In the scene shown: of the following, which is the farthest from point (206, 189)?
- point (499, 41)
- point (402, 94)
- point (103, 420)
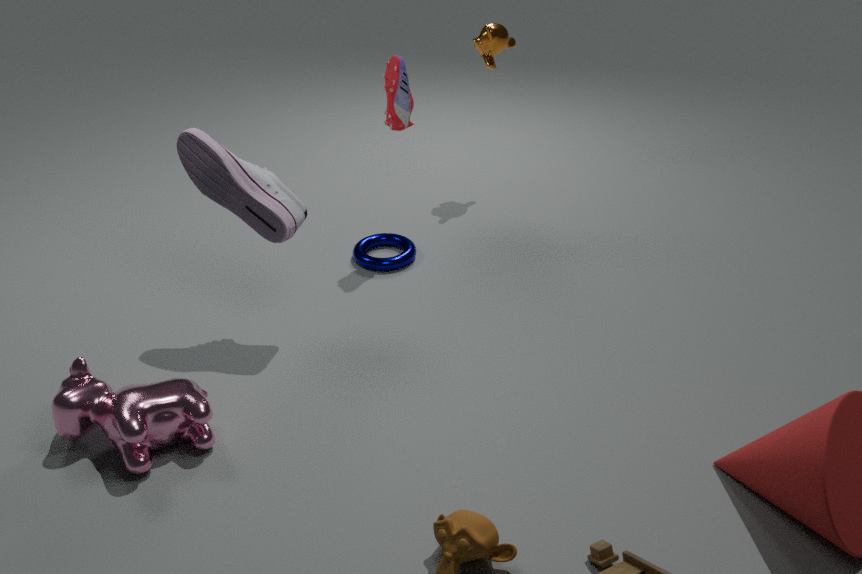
point (499, 41)
